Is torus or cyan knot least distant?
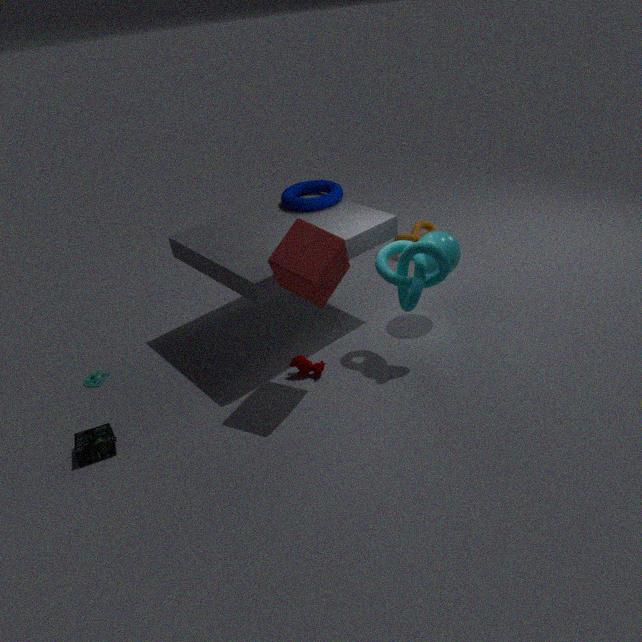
cyan knot
